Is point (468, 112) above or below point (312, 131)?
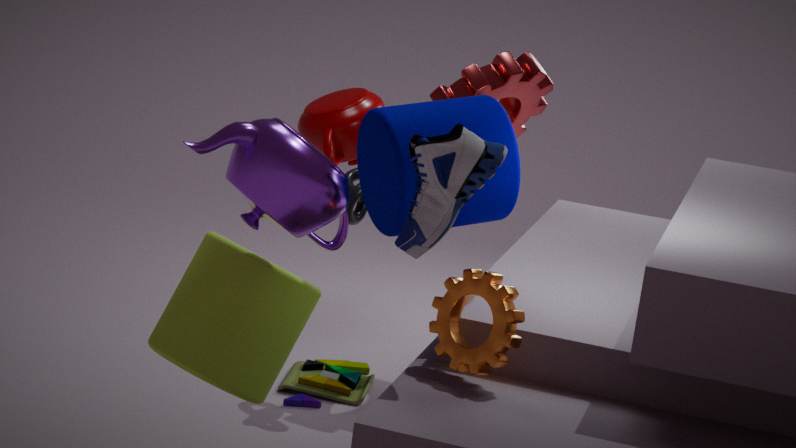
above
